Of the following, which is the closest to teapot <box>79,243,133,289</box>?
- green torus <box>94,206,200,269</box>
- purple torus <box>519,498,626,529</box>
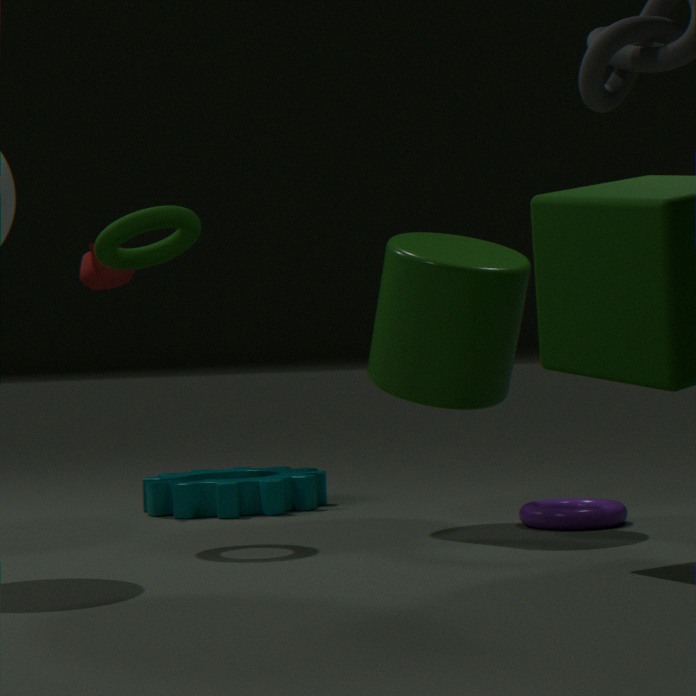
green torus <box>94,206,200,269</box>
